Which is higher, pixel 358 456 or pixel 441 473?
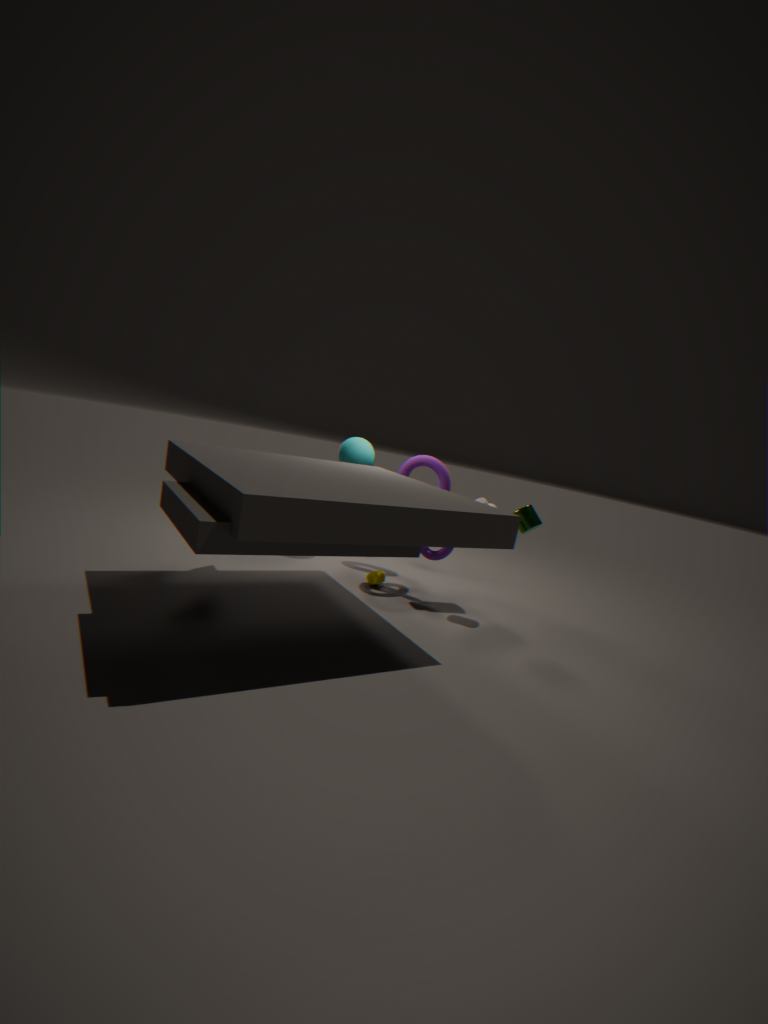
pixel 358 456
